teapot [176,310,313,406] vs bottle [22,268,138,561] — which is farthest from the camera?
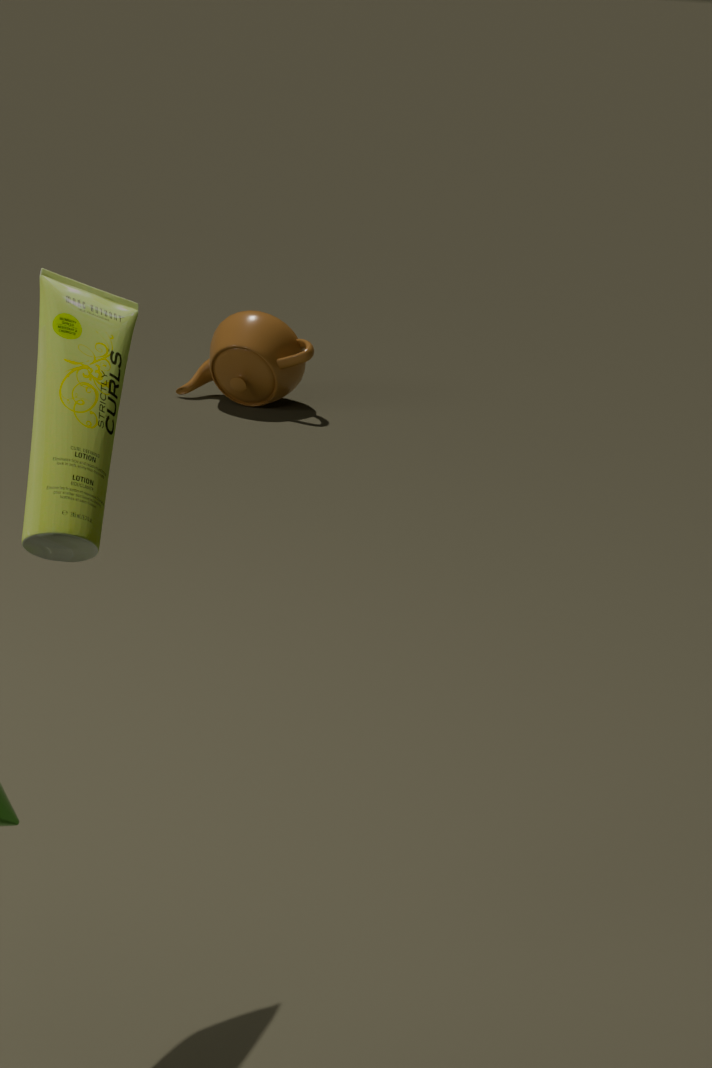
teapot [176,310,313,406]
